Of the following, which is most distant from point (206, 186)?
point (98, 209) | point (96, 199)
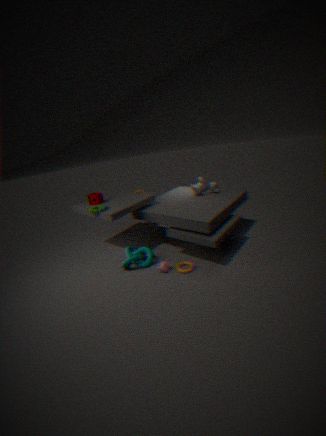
point (96, 199)
